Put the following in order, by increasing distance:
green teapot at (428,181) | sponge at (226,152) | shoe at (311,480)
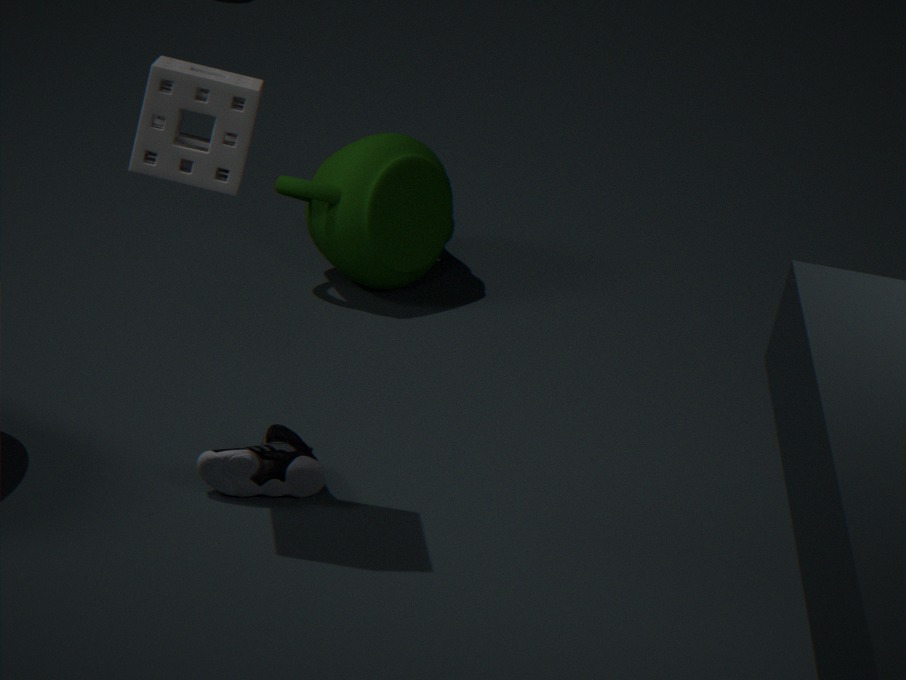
sponge at (226,152) → shoe at (311,480) → green teapot at (428,181)
